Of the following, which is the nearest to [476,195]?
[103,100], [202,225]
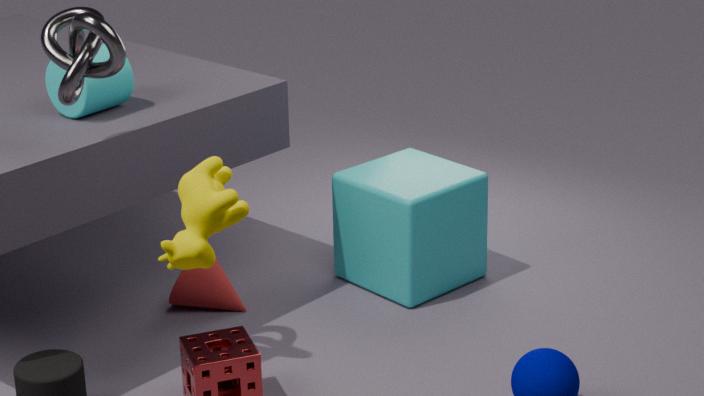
[103,100]
